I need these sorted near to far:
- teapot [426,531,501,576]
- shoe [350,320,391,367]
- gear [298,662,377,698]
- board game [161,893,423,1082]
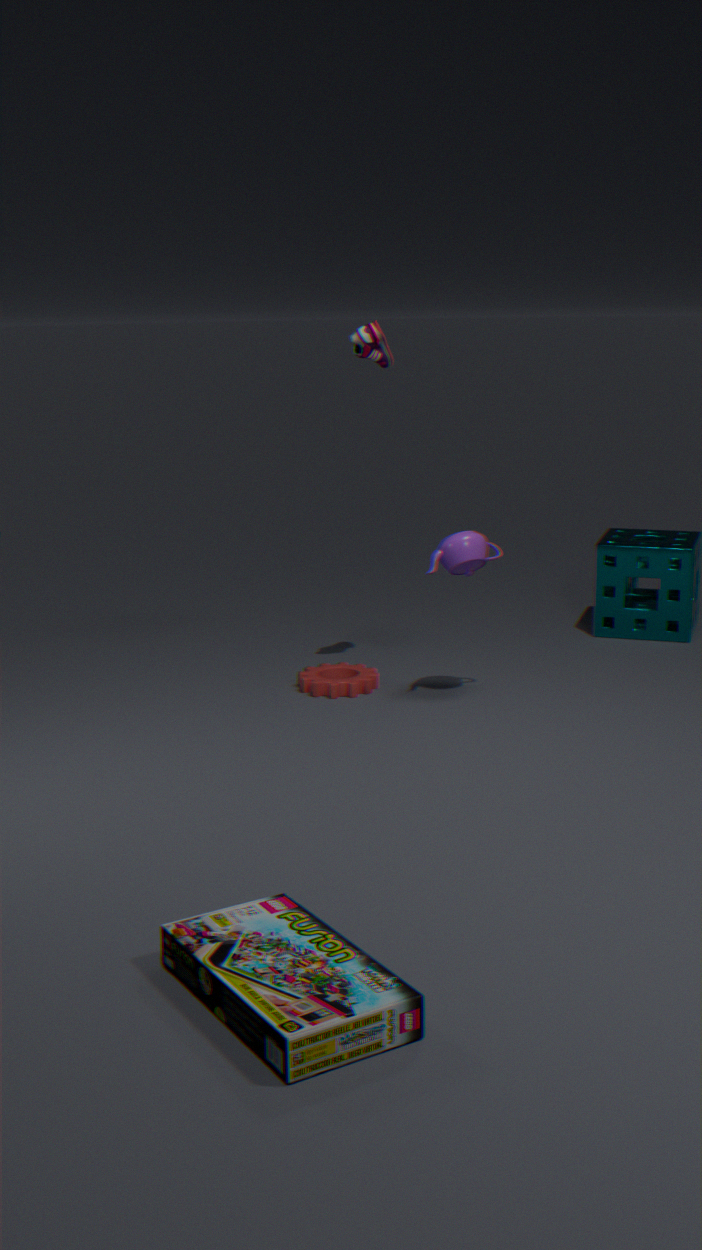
board game [161,893,423,1082] < shoe [350,320,391,367] < teapot [426,531,501,576] < gear [298,662,377,698]
